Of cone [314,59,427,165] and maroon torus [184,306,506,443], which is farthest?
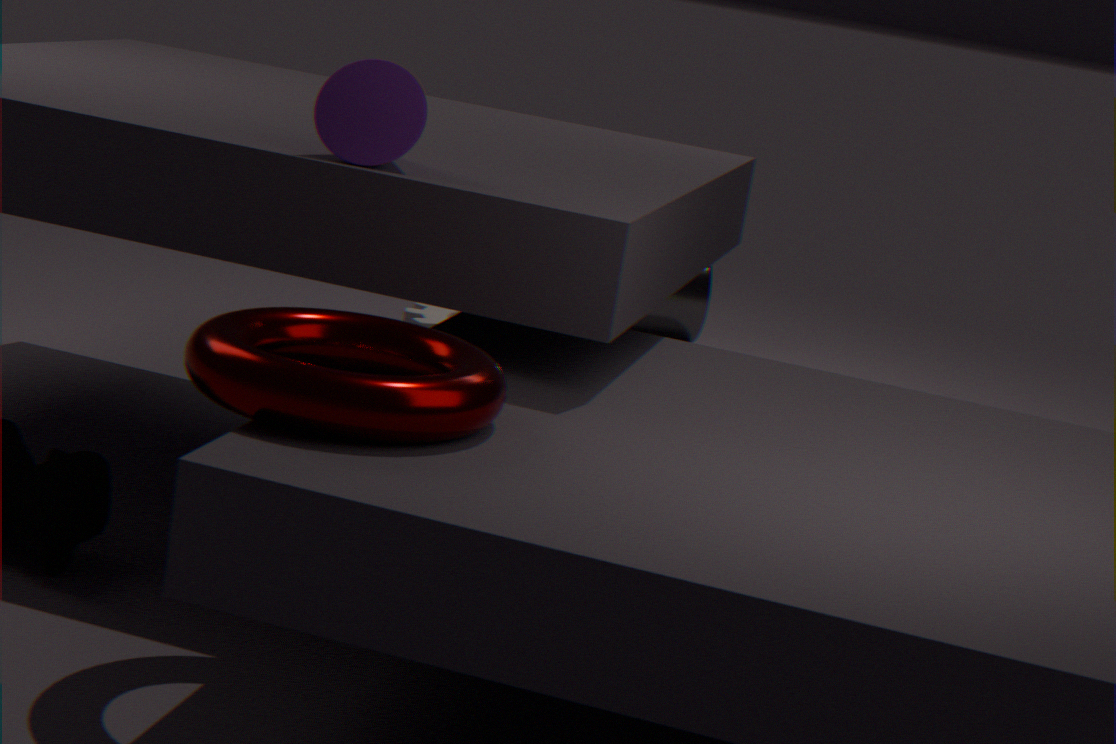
cone [314,59,427,165]
